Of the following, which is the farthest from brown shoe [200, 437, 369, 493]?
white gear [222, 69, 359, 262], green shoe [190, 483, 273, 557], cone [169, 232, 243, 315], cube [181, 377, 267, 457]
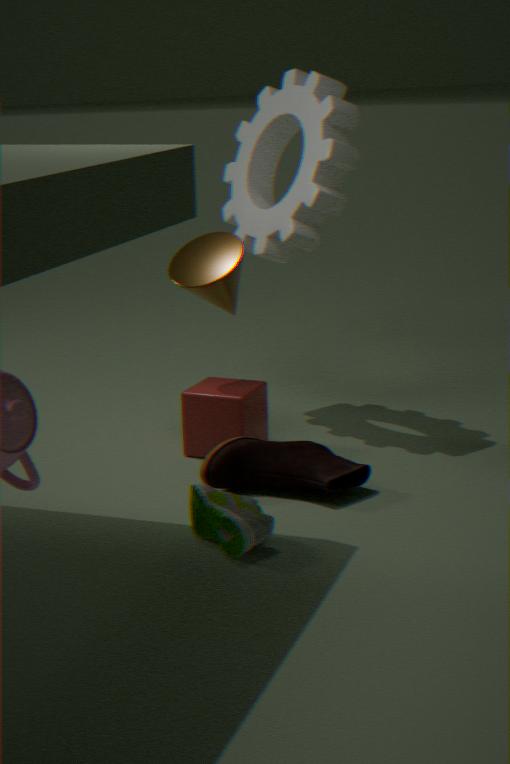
white gear [222, 69, 359, 262]
